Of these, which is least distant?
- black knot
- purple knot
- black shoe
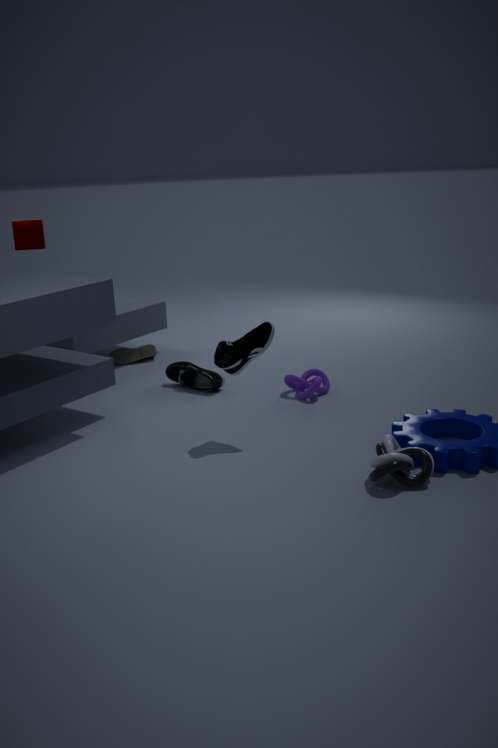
black knot
